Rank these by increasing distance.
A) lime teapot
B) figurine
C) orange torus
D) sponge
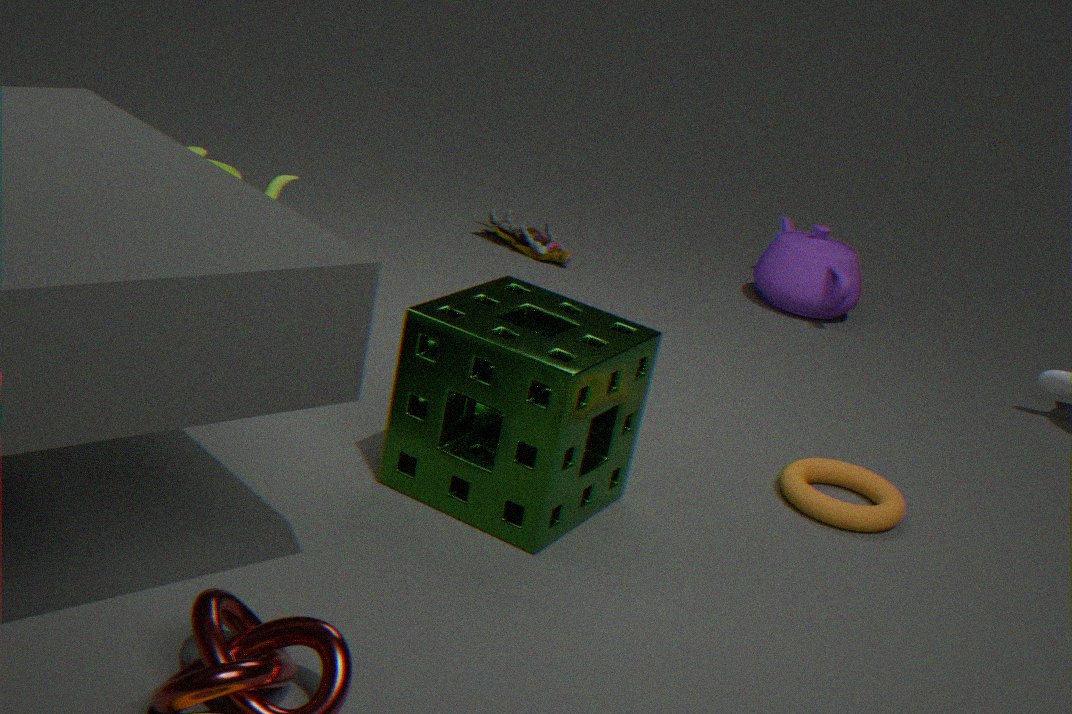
1. sponge
2. orange torus
3. lime teapot
4. figurine
